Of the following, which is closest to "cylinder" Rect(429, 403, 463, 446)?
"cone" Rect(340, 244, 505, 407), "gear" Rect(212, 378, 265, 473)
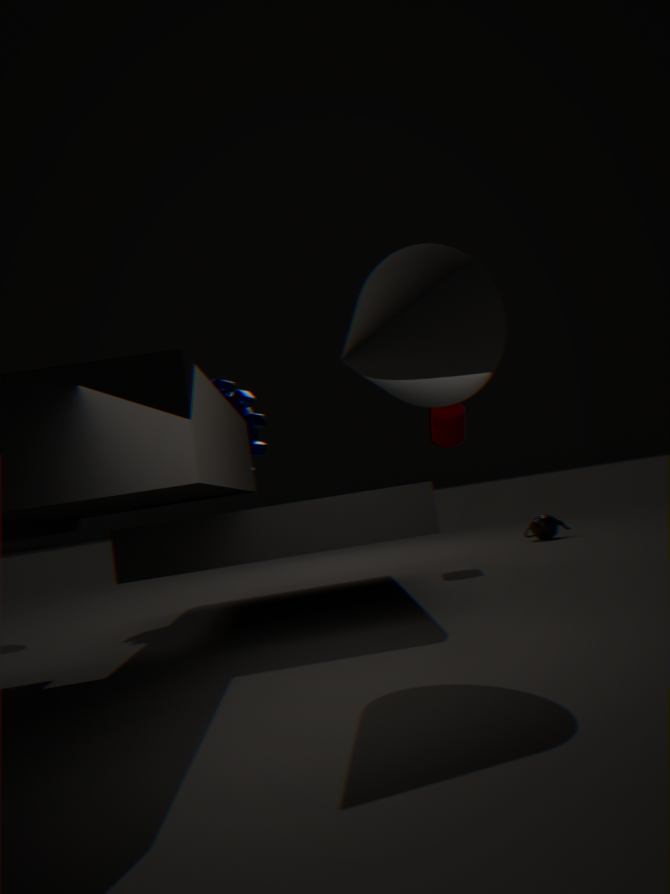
"gear" Rect(212, 378, 265, 473)
